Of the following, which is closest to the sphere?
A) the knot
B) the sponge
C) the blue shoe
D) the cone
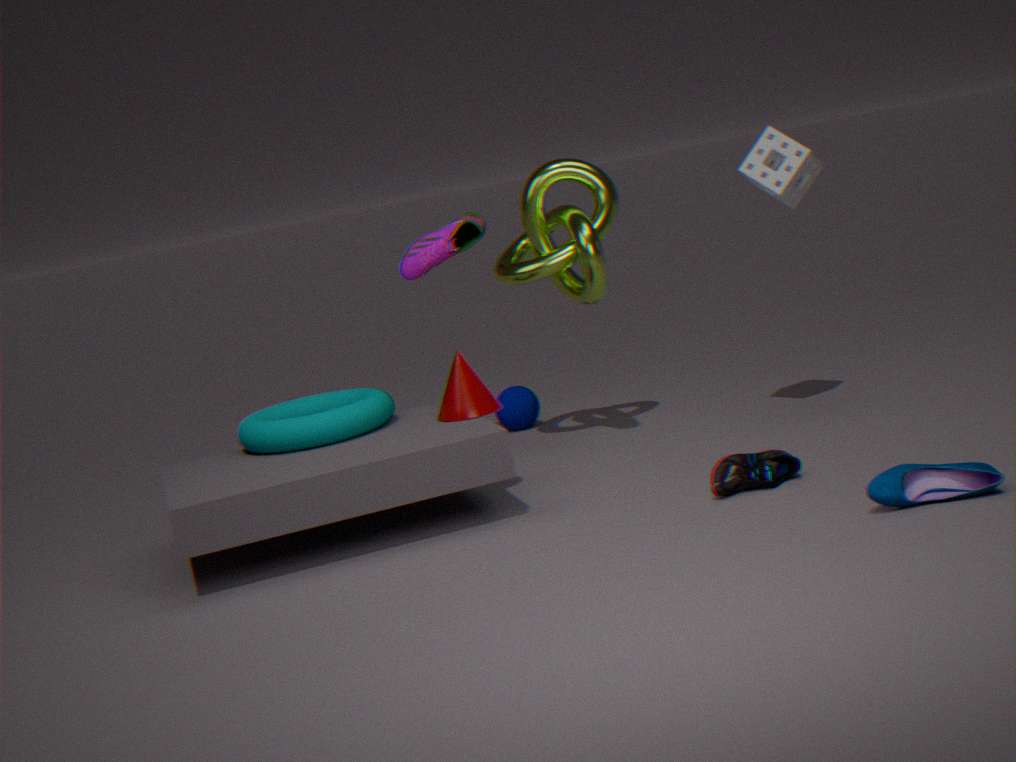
the knot
